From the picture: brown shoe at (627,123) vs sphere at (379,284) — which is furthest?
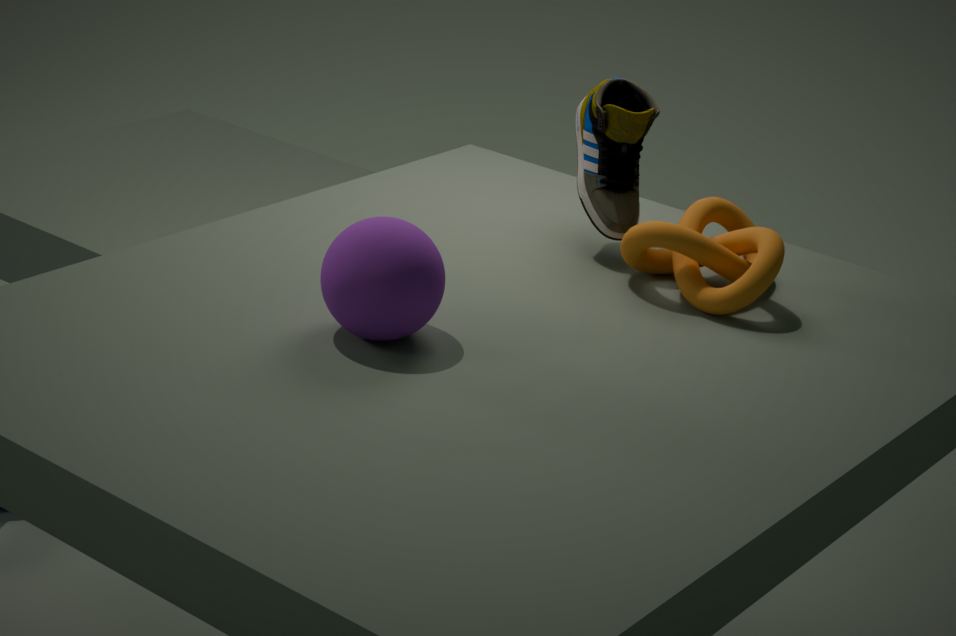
brown shoe at (627,123)
